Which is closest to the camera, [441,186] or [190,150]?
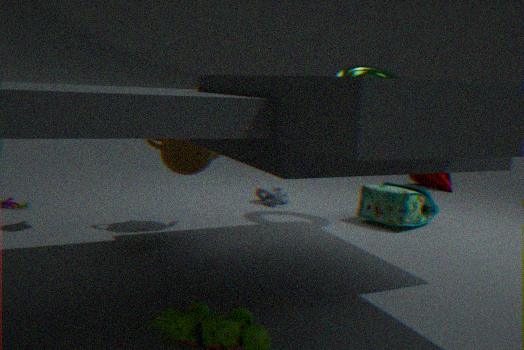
→ [190,150]
